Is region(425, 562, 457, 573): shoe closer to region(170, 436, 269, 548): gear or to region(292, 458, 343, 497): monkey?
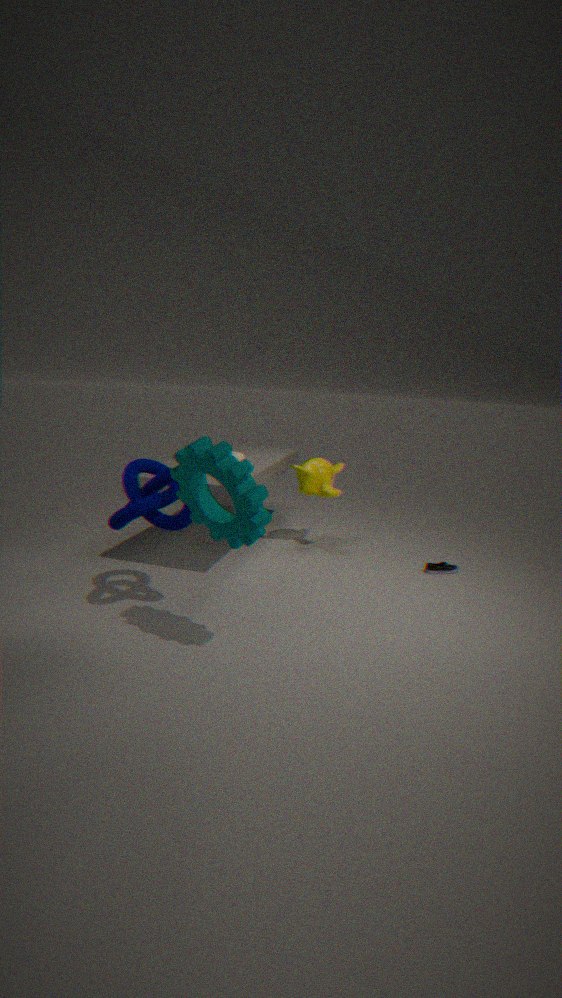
region(292, 458, 343, 497): monkey
